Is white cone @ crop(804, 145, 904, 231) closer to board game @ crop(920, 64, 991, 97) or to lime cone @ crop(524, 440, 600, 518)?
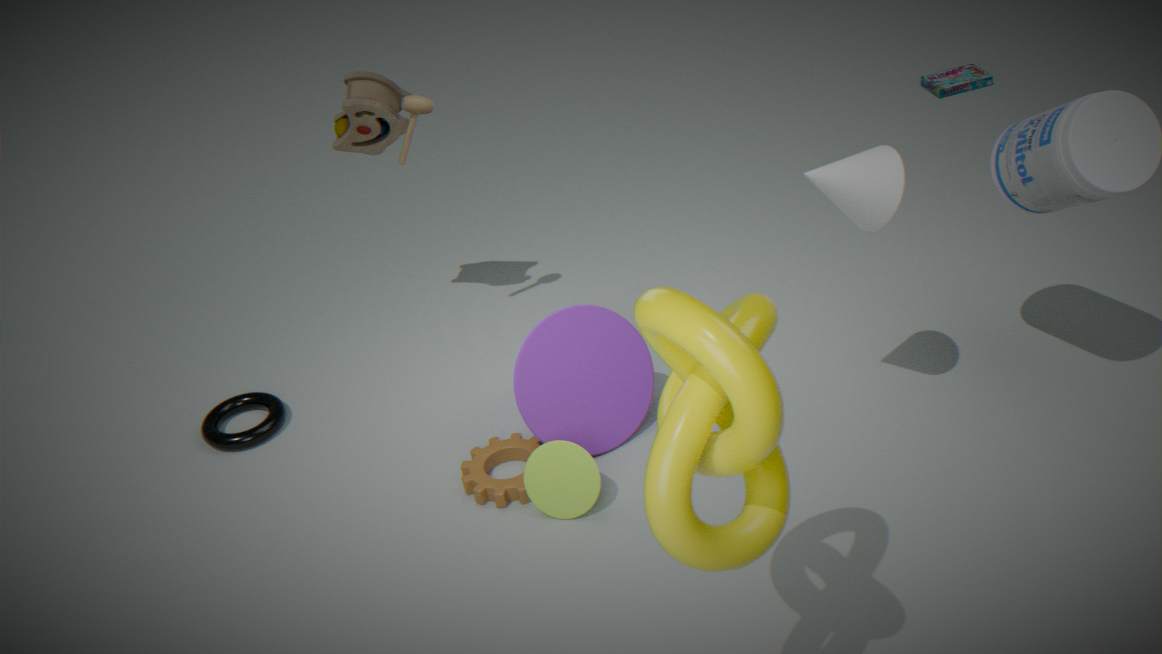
lime cone @ crop(524, 440, 600, 518)
